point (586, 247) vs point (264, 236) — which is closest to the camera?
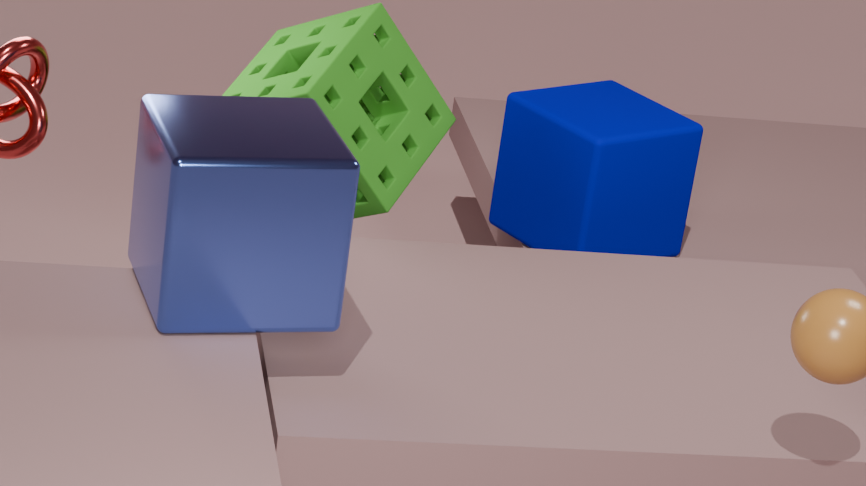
point (264, 236)
